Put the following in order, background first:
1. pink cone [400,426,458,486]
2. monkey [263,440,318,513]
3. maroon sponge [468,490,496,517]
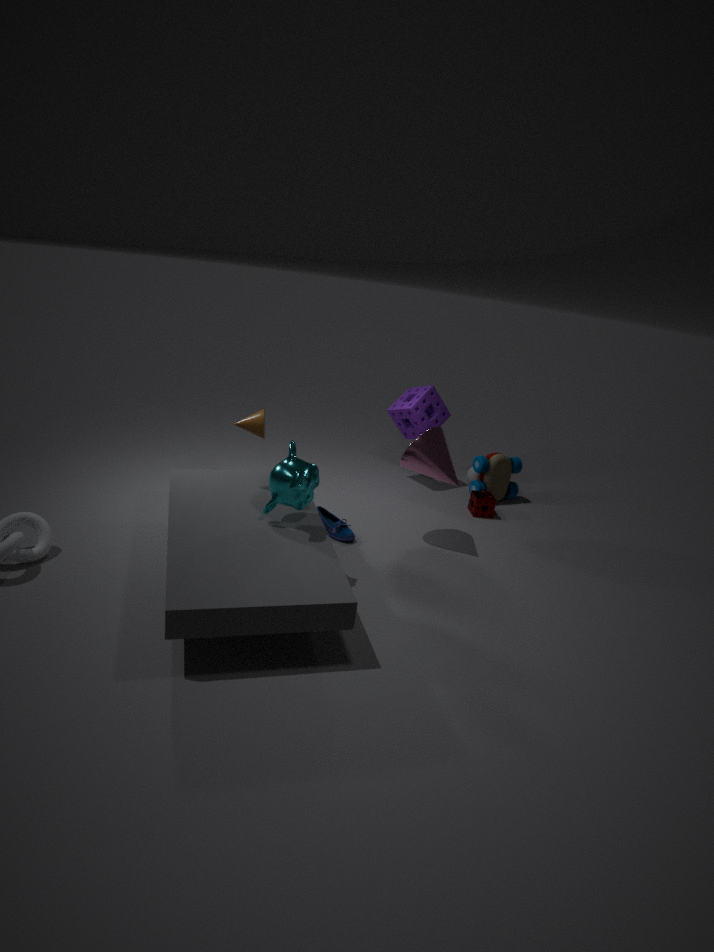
1. maroon sponge [468,490,496,517]
2. pink cone [400,426,458,486]
3. monkey [263,440,318,513]
